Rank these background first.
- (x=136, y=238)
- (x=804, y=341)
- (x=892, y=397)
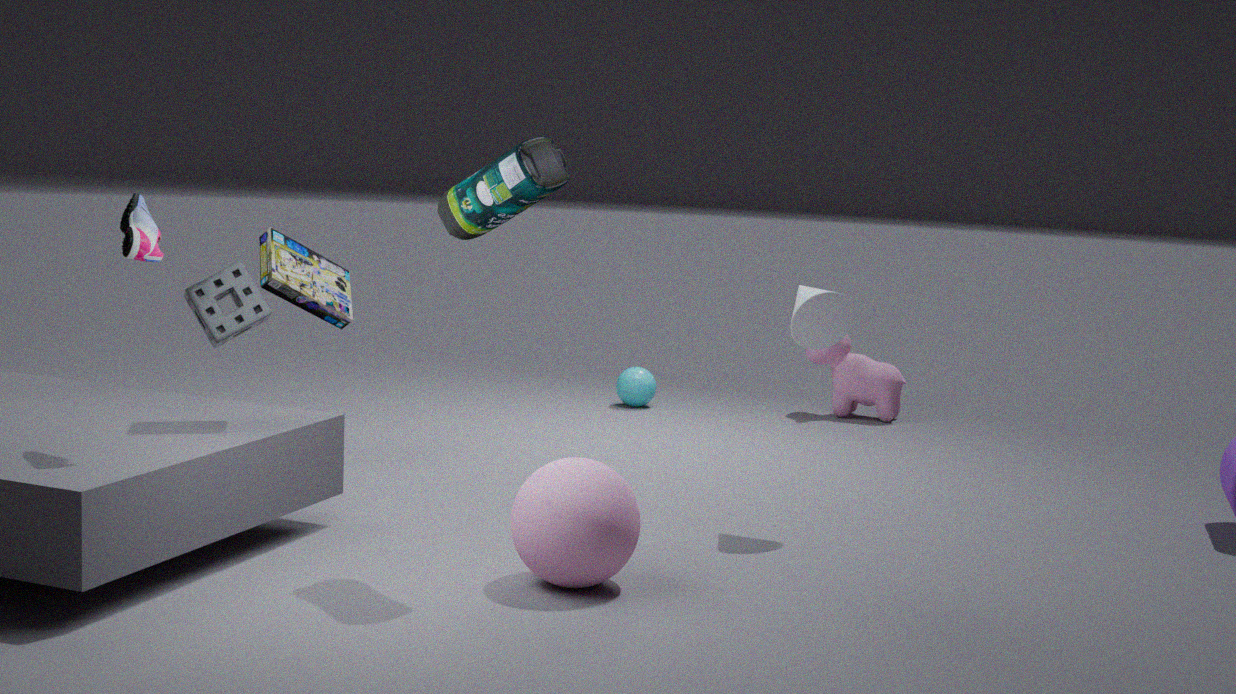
(x=892, y=397) → (x=804, y=341) → (x=136, y=238)
